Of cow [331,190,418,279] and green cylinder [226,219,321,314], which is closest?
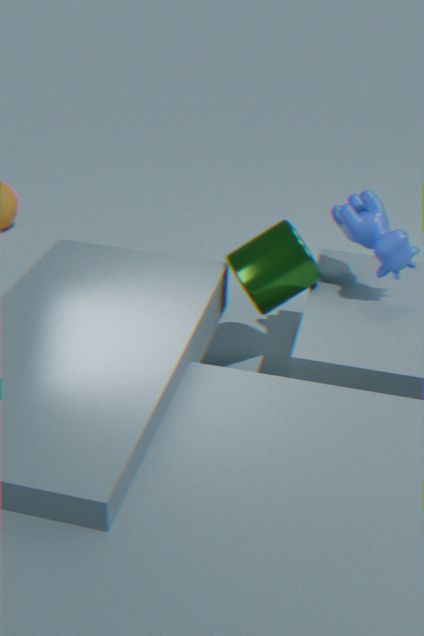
cow [331,190,418,279]
